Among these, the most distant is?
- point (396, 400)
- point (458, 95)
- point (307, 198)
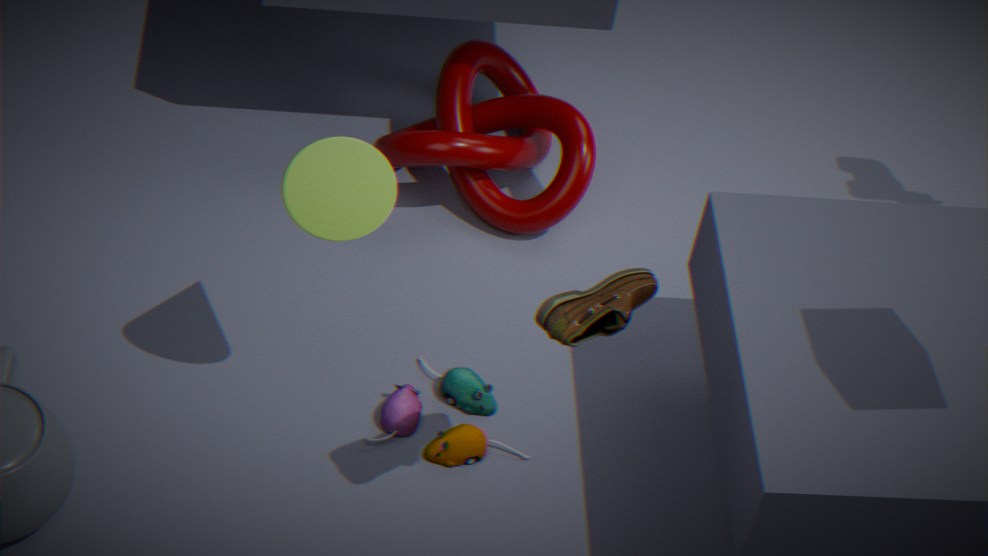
point (458, 95)
